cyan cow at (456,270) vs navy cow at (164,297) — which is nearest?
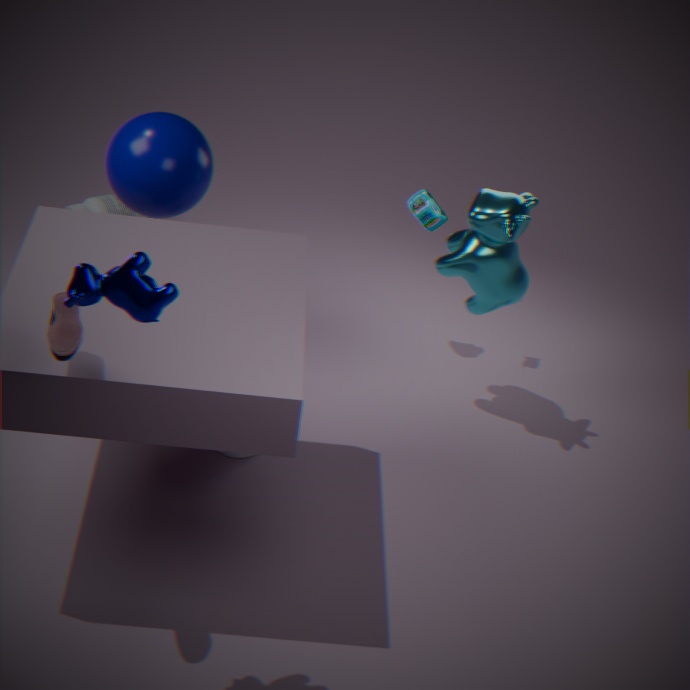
navy cow at (164,297)
